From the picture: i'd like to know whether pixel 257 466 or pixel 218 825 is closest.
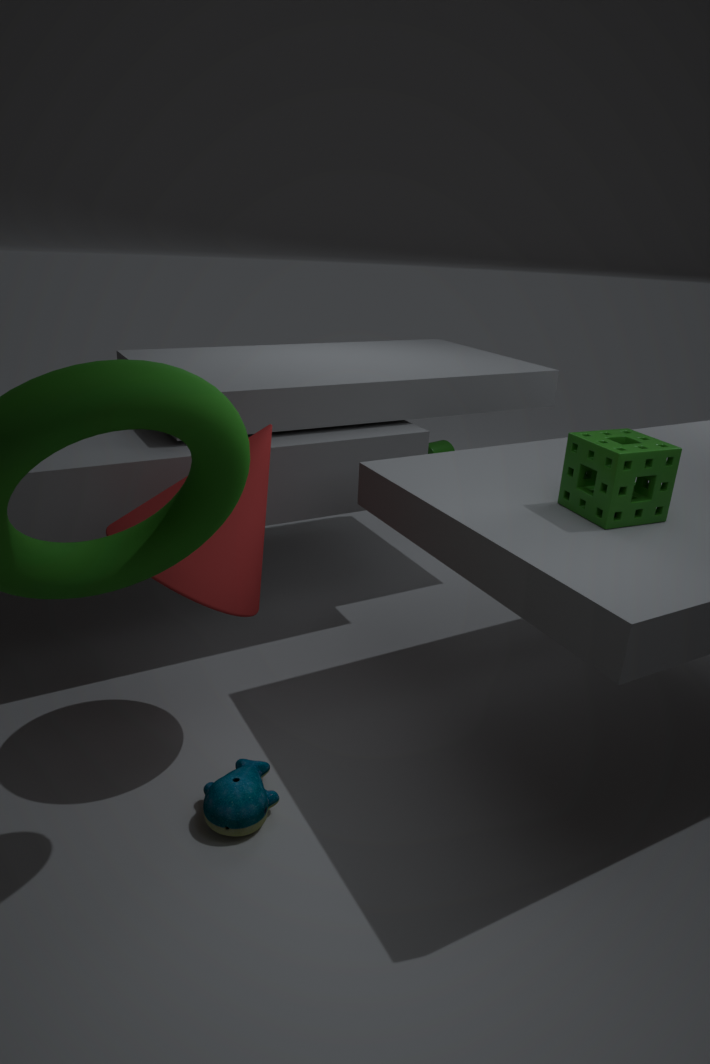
pixel 218 825
